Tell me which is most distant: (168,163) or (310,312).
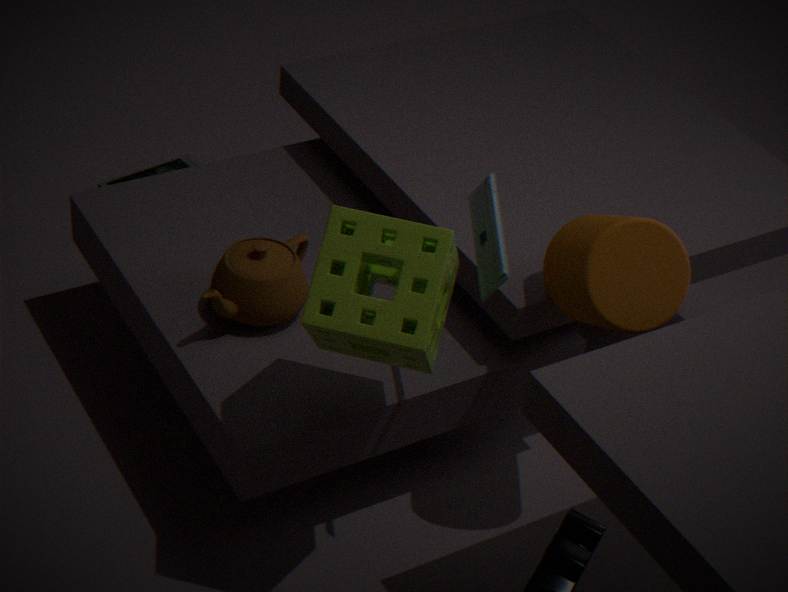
(168,163)
